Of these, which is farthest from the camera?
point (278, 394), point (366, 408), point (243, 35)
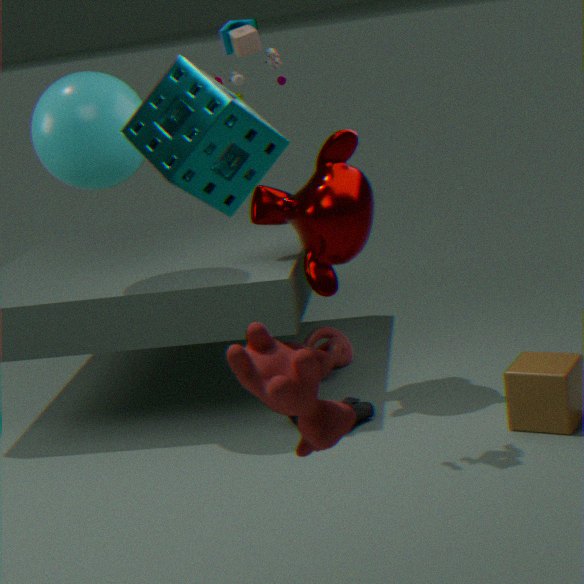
point (366, 408)
